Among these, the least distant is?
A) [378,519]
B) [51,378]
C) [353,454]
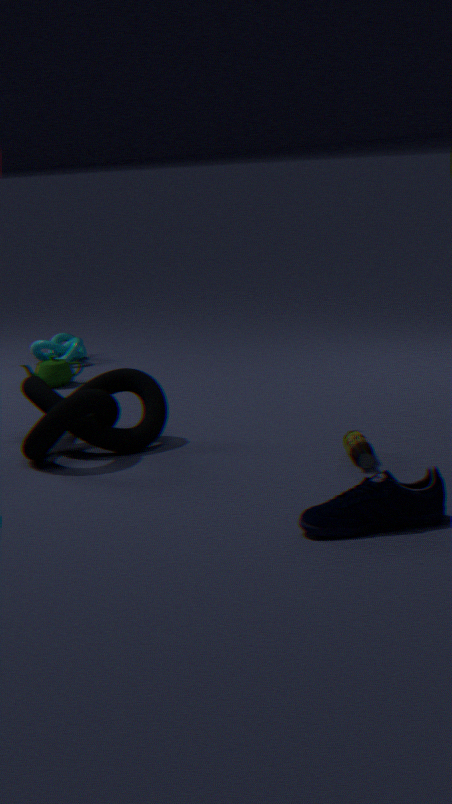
[378,519]
